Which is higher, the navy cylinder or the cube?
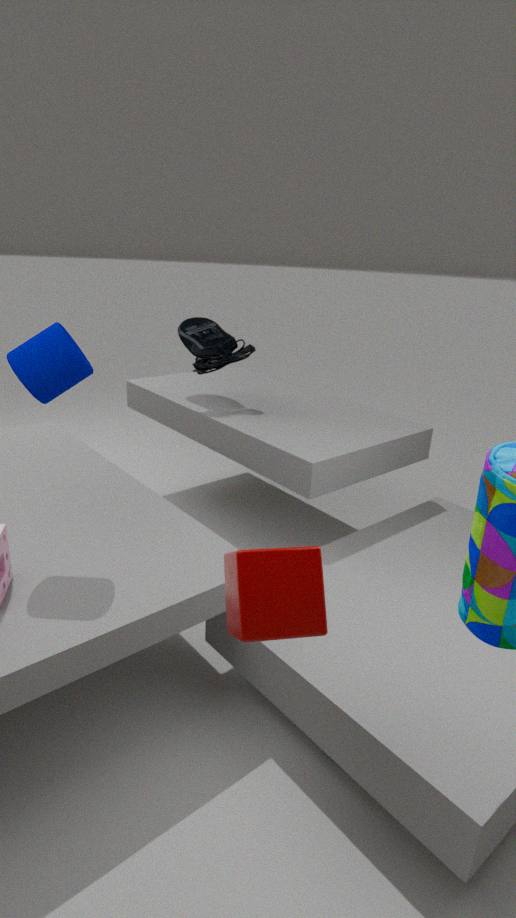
the navy cylinder
